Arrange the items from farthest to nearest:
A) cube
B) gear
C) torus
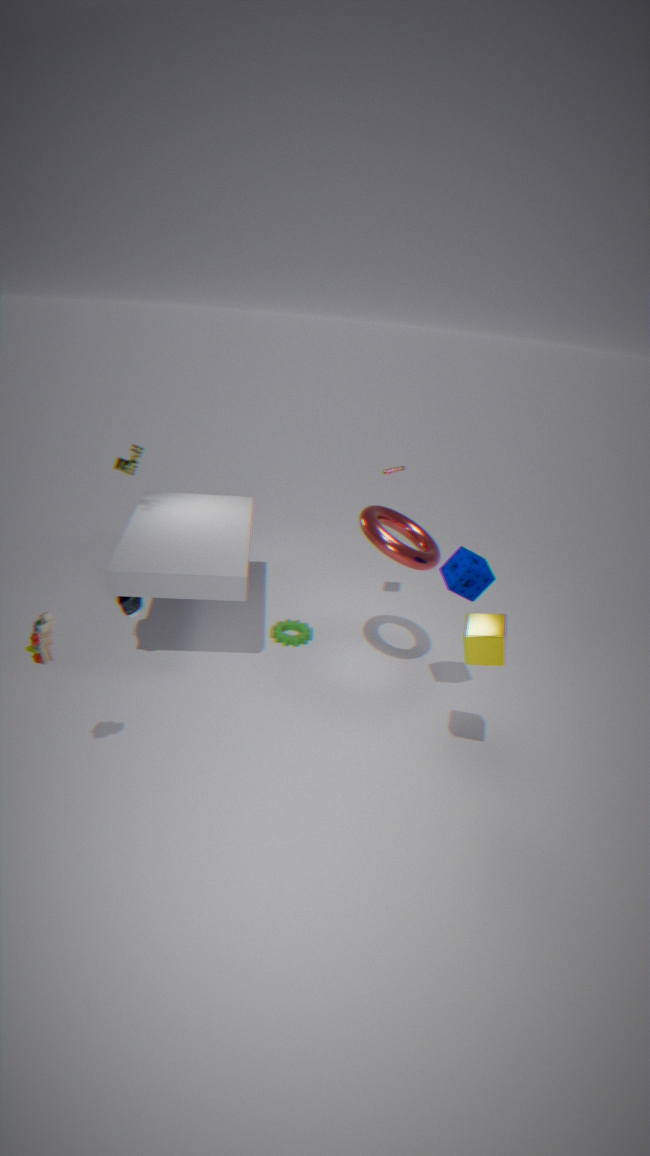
gear → torus → cube
